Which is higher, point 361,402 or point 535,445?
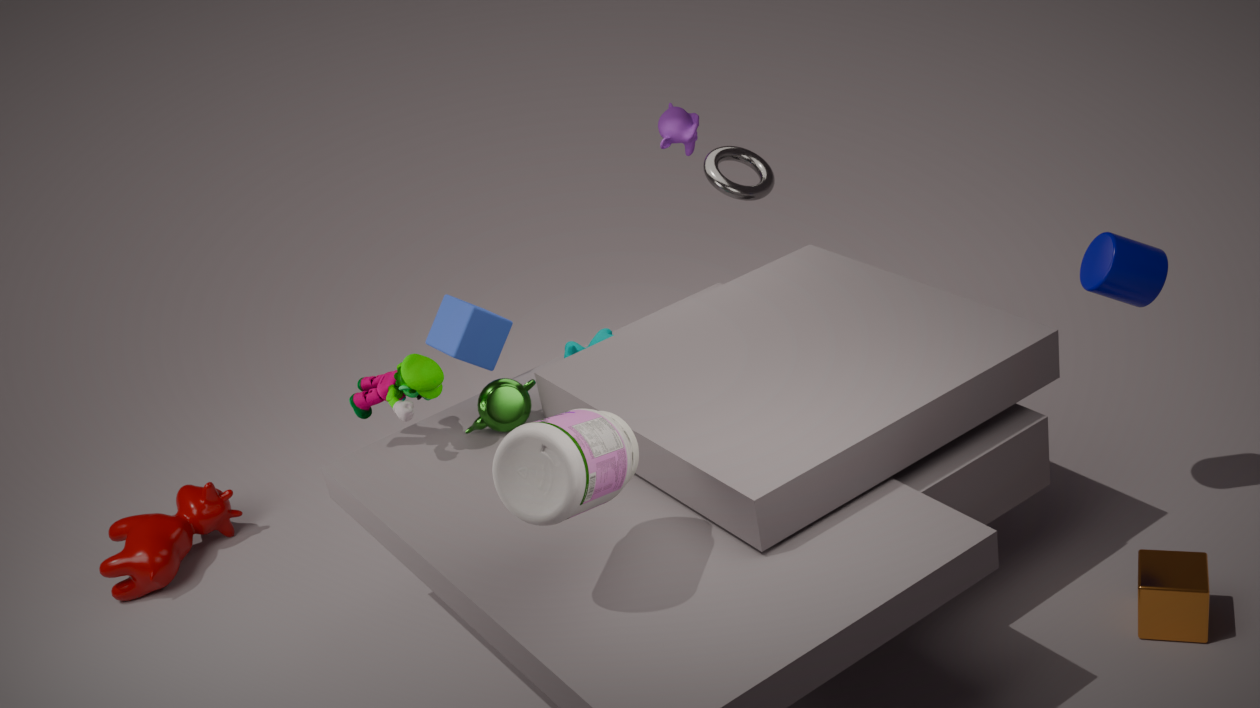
point 535,445
